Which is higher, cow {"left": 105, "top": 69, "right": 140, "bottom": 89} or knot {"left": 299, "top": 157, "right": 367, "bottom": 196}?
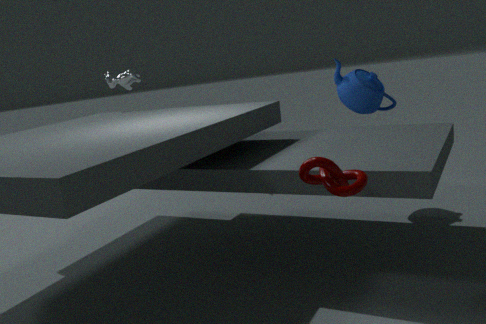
cow {"left": 105, "top": 69, "right": 140, "bottom": 89}
